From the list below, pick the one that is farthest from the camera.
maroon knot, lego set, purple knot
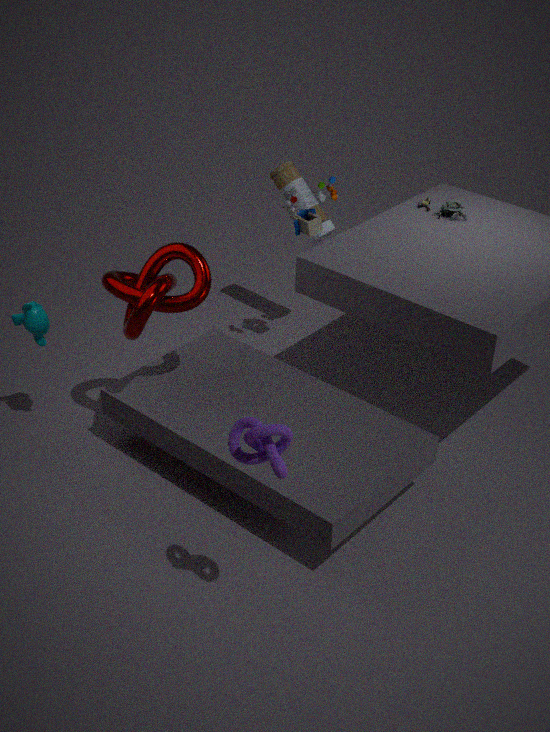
lego set
